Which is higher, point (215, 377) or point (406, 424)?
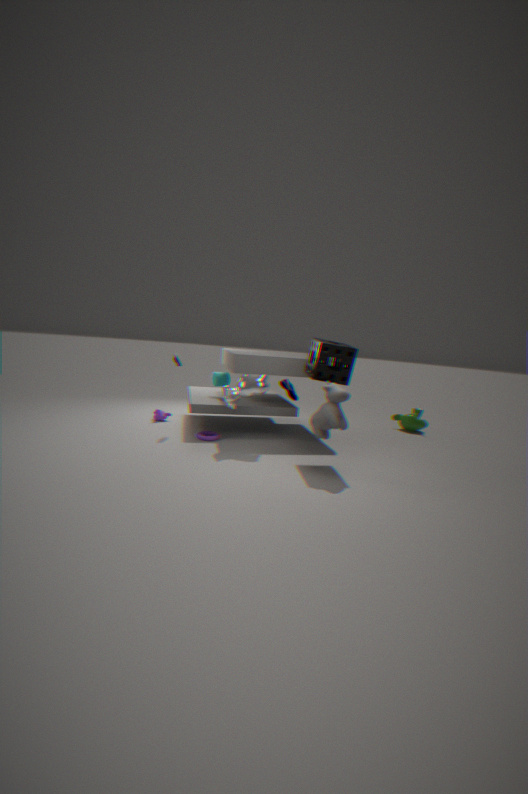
point (215, 377)
